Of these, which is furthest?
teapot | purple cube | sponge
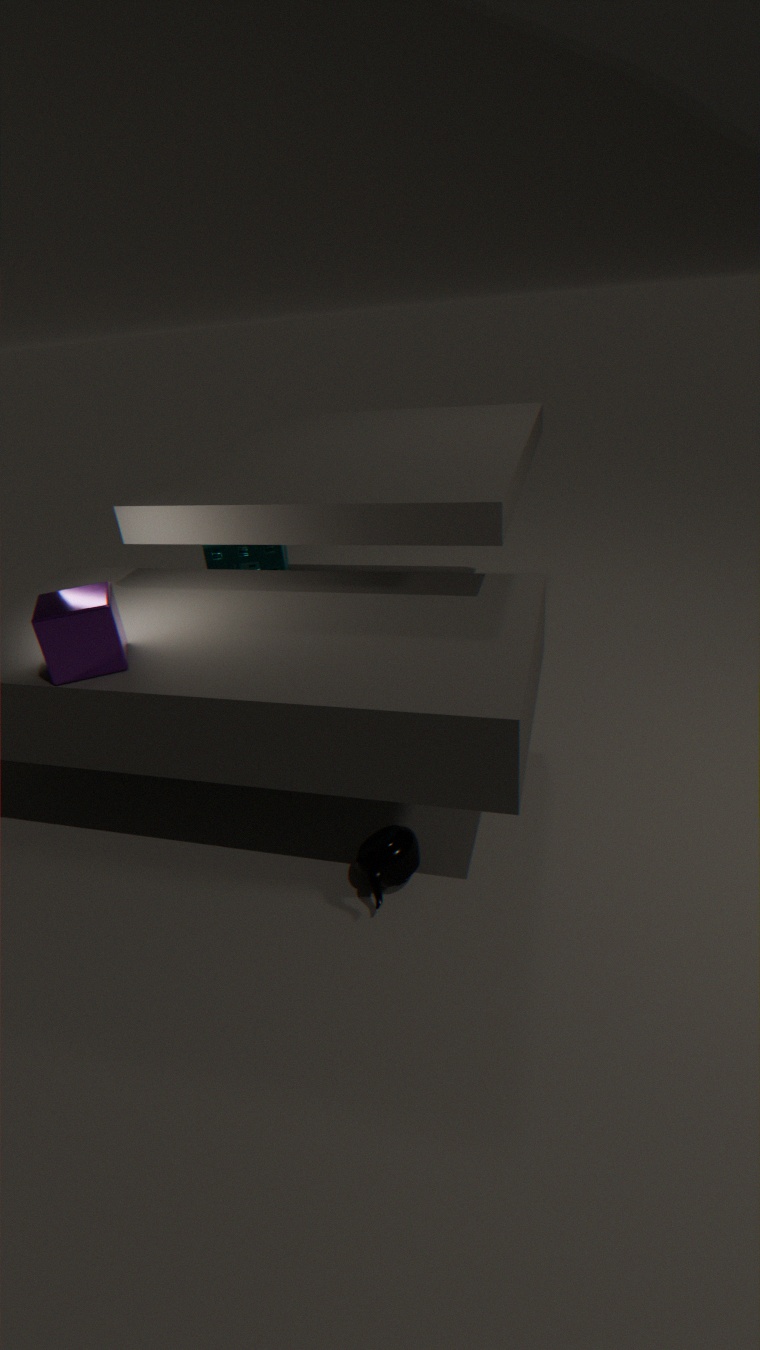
sponge
